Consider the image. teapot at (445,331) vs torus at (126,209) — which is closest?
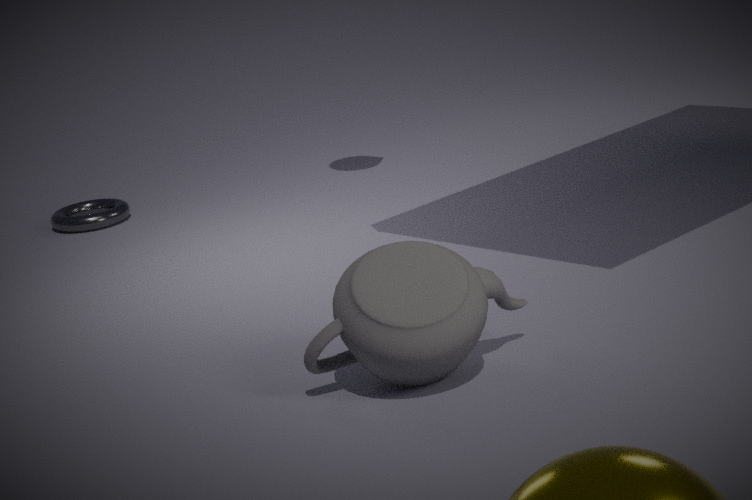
teapot at (445,331)
